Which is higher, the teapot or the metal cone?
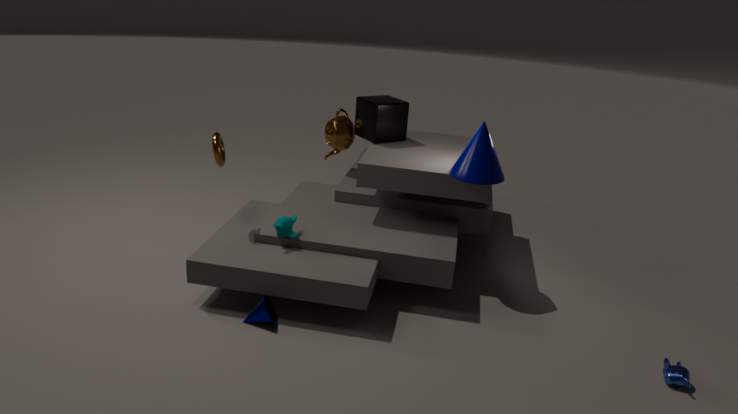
the teapot
